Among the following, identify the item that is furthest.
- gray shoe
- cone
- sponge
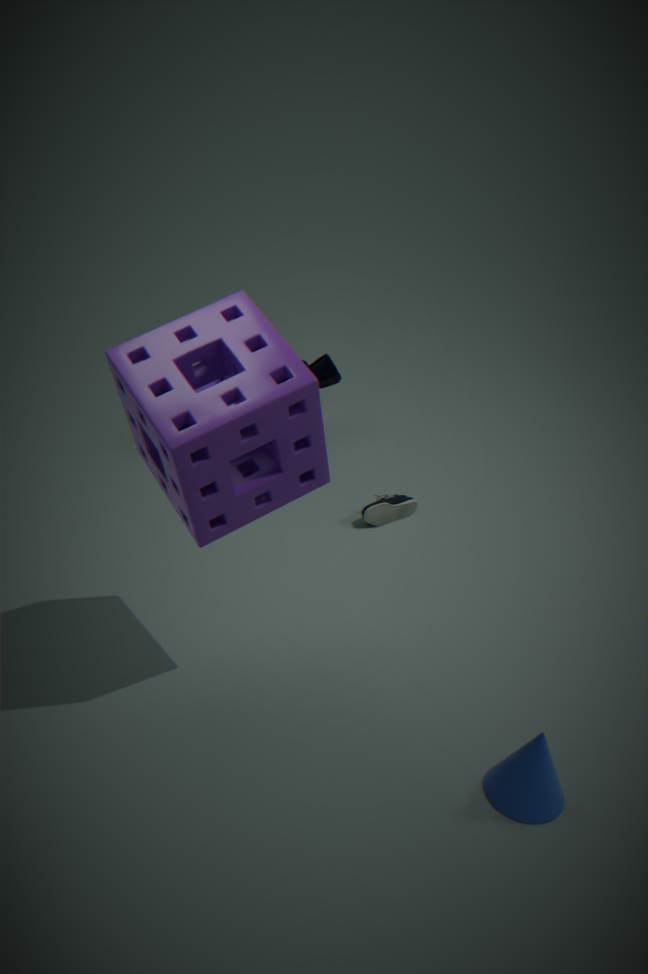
gray shoe
